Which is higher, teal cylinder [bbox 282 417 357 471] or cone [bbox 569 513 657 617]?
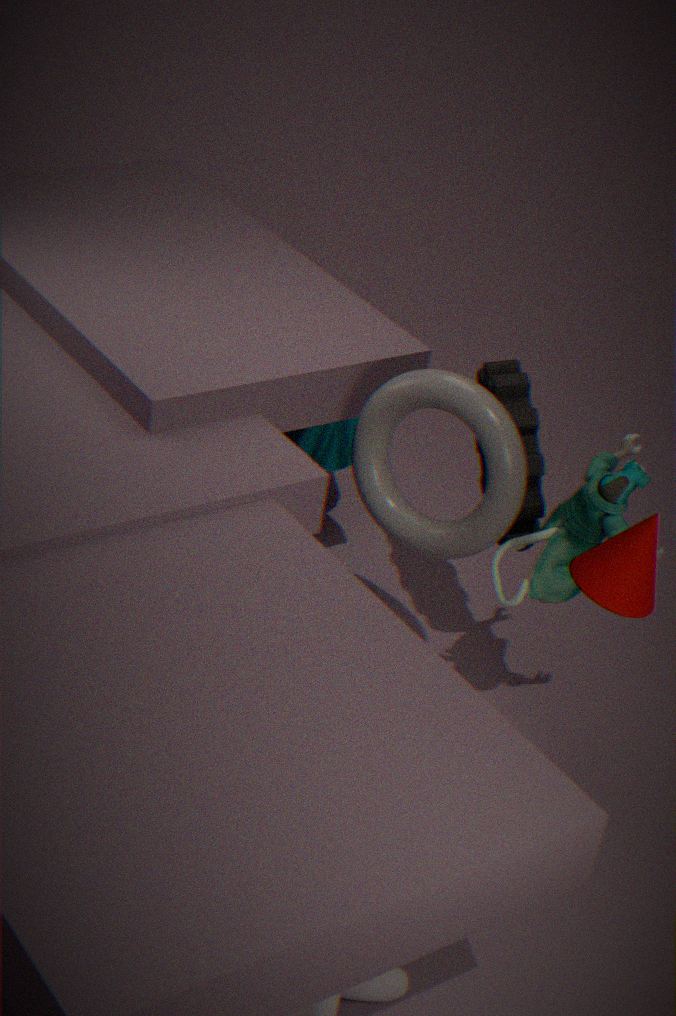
cone [bbox 569 513 657 617]
